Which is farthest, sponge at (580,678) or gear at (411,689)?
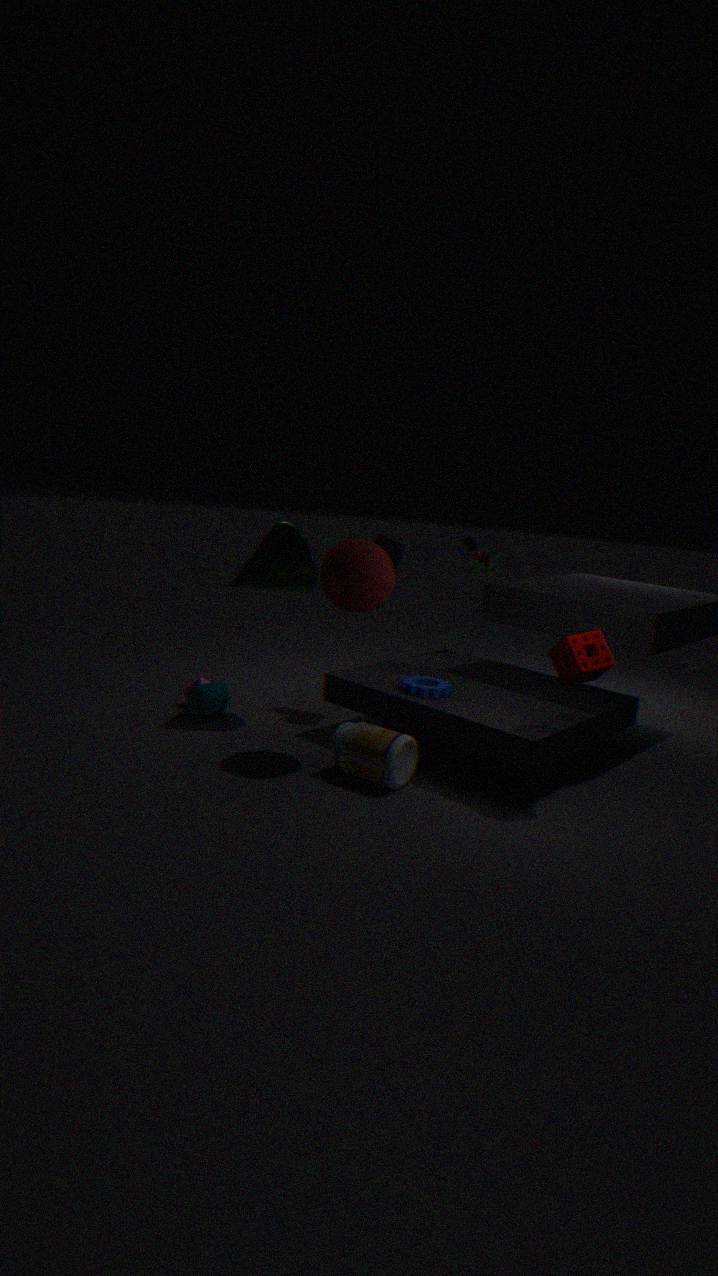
gear at (411,689)
